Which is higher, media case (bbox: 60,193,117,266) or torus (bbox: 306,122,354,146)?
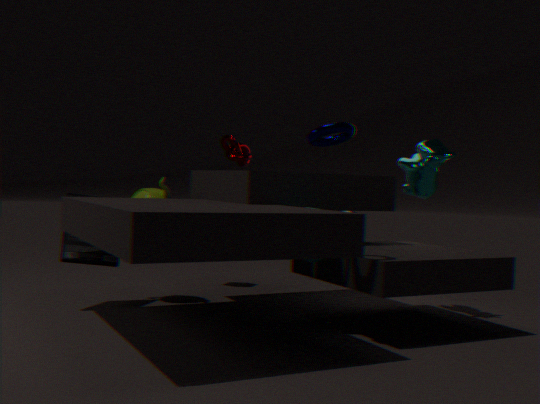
torus (bbox: 306,122,354,146)
